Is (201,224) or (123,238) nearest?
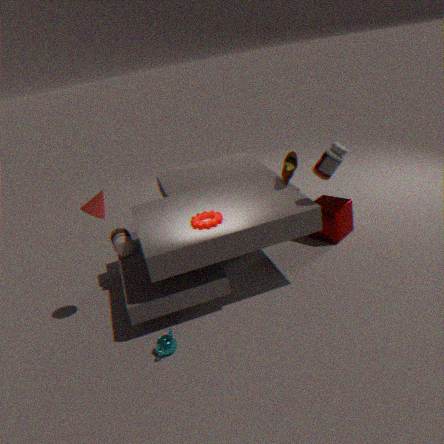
(201,224)
